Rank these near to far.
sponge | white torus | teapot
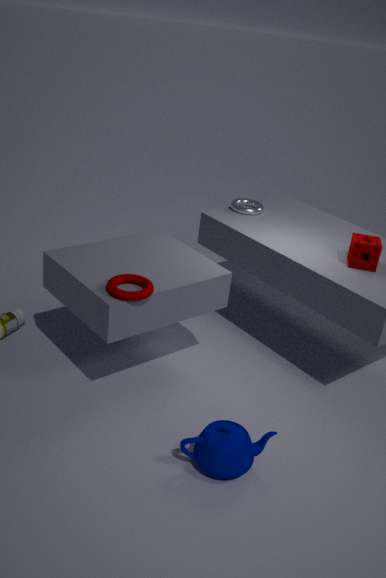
teapot → sponge → white torus
